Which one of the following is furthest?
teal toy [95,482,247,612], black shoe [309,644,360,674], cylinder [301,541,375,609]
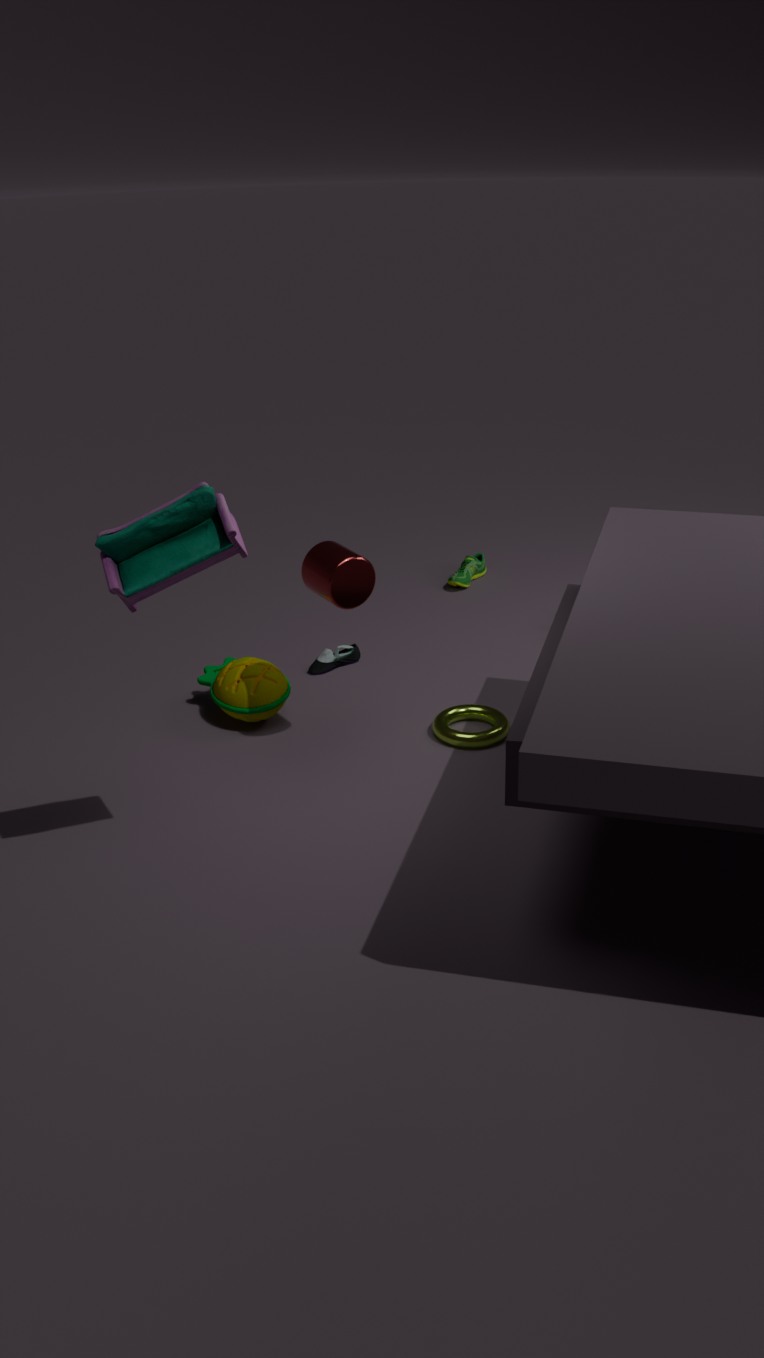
black shoe [309,644,360,674]
